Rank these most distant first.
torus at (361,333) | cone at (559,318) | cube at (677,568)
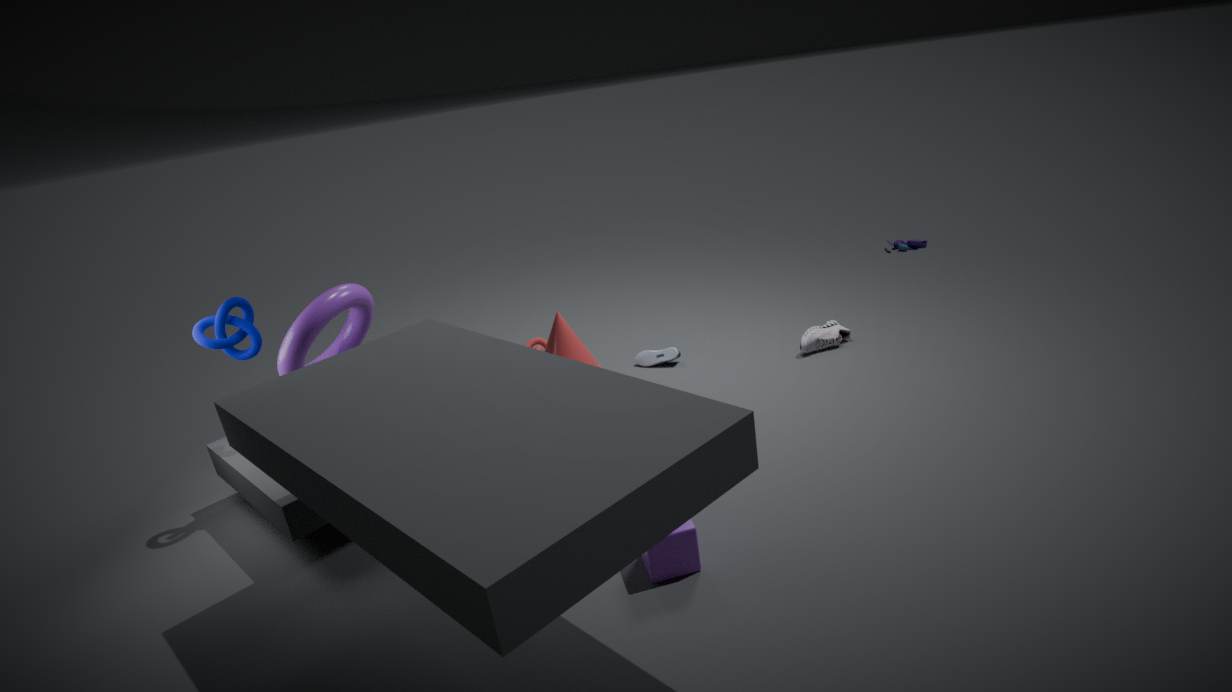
1. cone at (559,318)
2. torus at (361,333)
3. cube at (677,568)
